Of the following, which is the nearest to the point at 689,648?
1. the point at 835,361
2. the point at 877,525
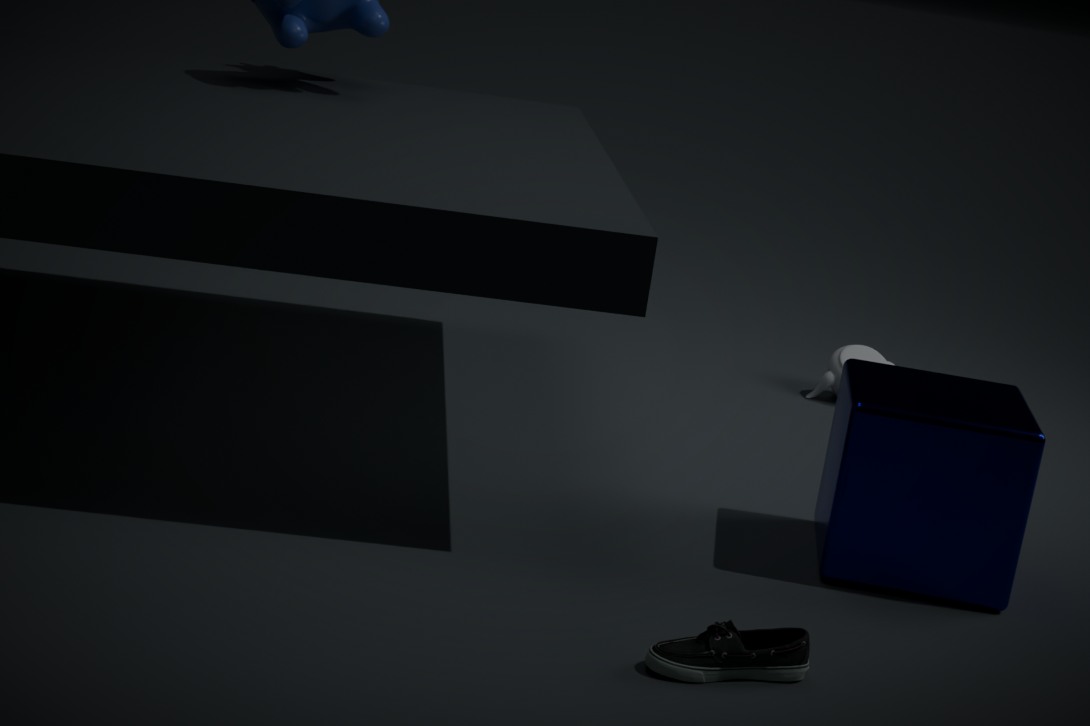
the point at 877,525
